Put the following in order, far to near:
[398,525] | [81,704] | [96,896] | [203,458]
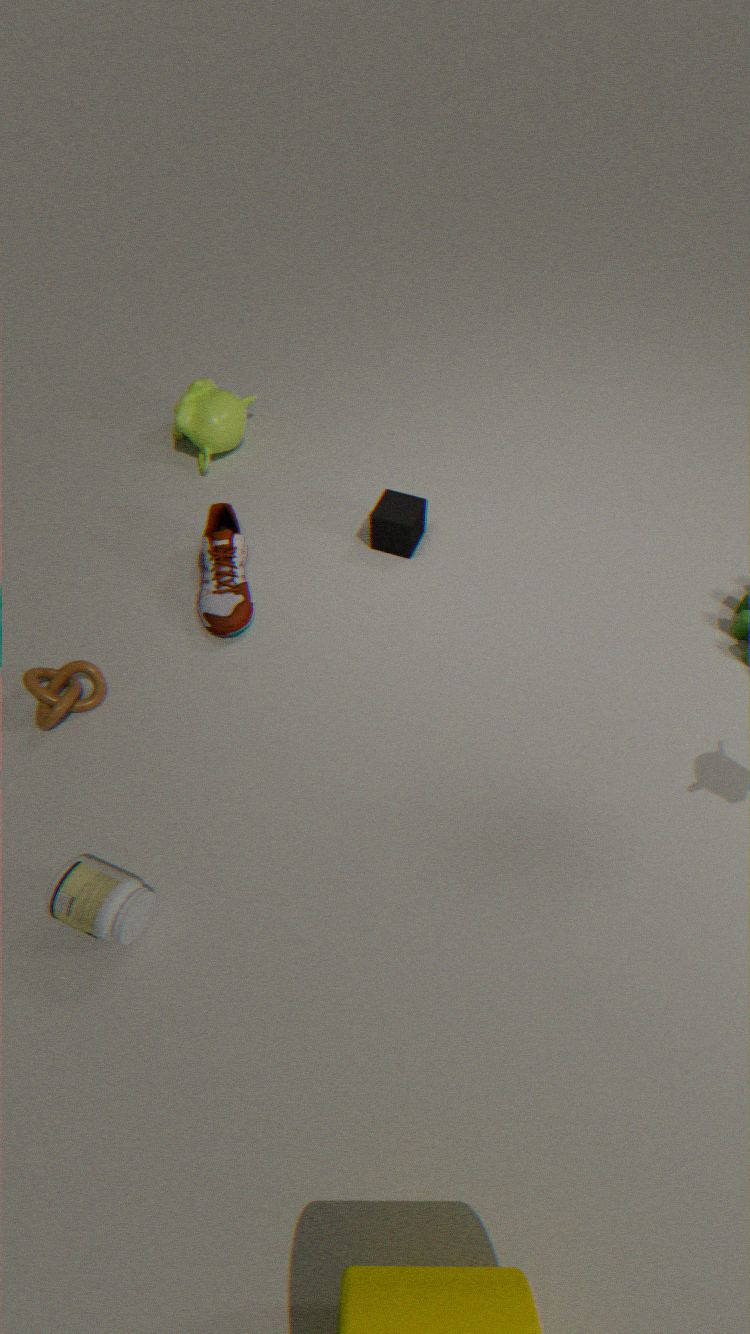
[203,458], [398,525], [81,704], [96,896]
